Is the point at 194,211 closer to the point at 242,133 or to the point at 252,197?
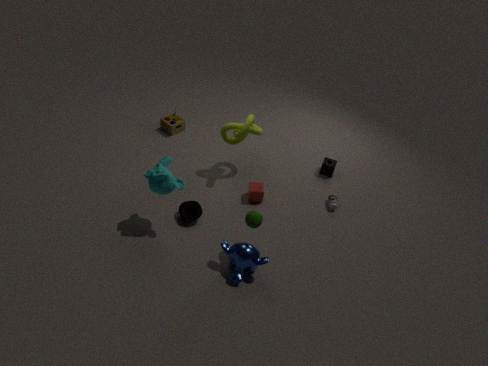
the point at 252,197
